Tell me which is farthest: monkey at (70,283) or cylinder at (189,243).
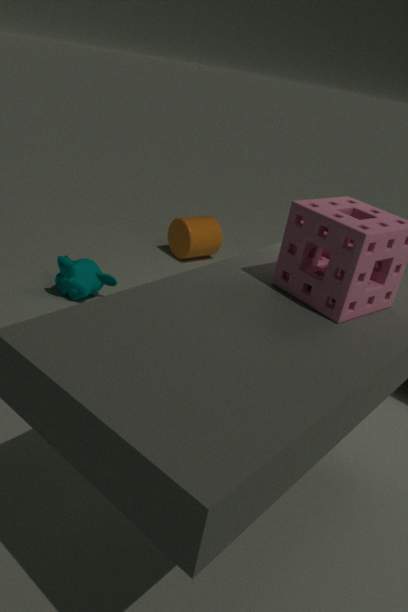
cylinder at (189,243)
